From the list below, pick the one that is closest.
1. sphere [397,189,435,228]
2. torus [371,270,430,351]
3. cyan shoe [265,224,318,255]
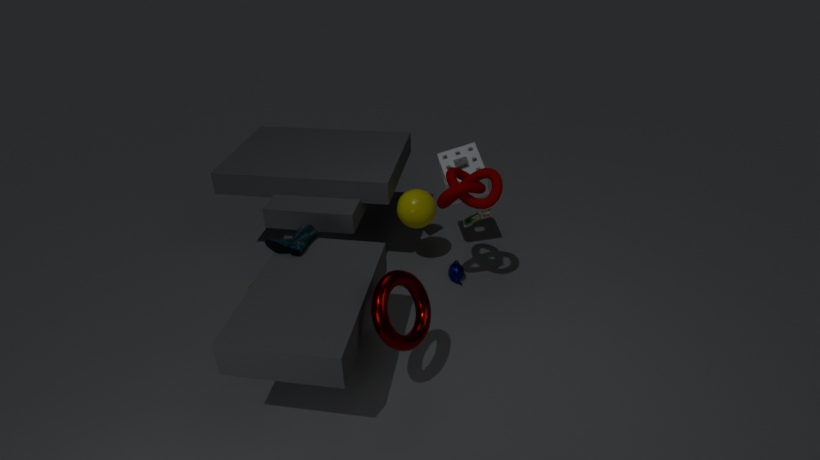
torus [371,270,430,351]
